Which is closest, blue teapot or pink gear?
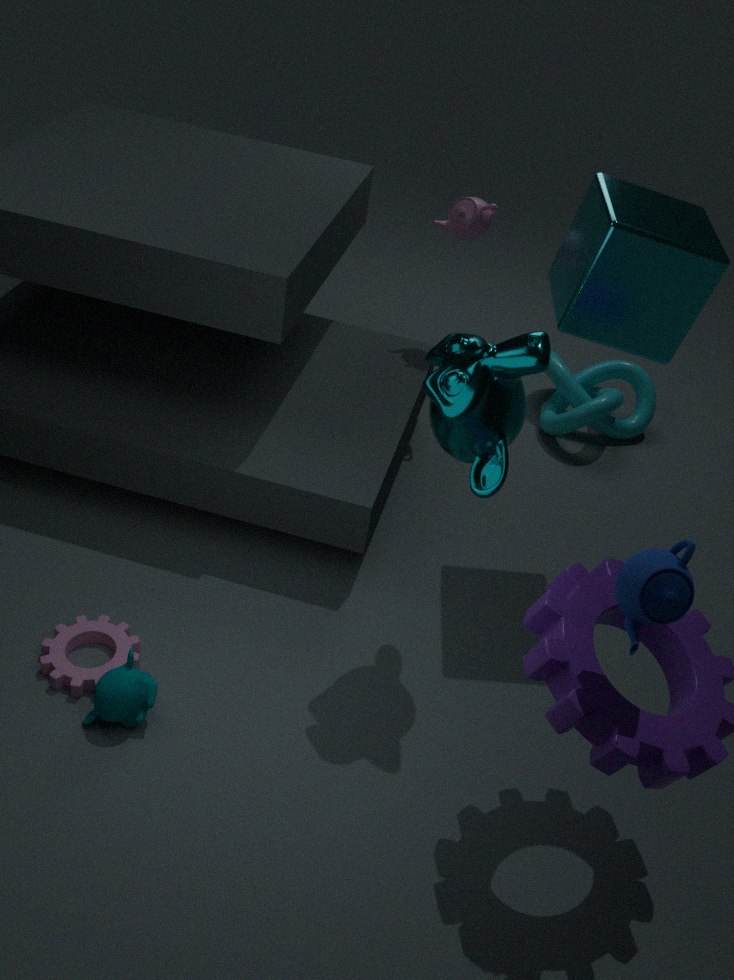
blue teapot
